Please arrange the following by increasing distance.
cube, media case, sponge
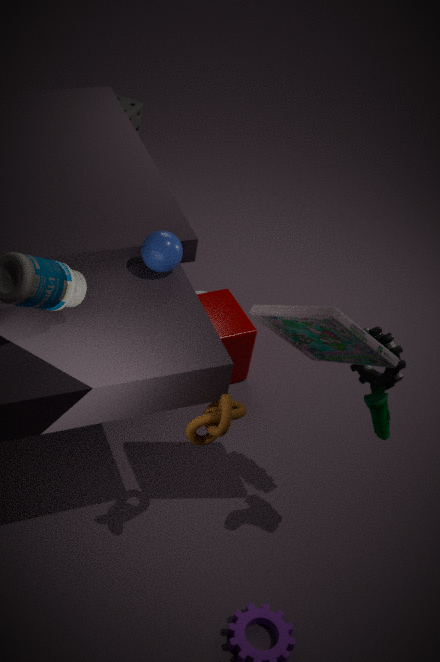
1. media case
2. cube
3. sponge
